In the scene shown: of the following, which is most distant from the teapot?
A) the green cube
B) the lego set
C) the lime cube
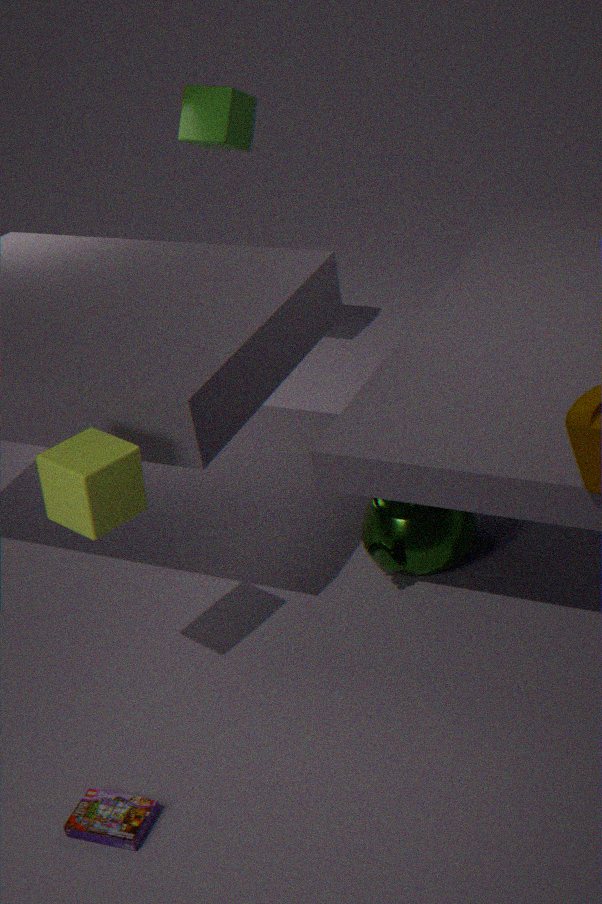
the green cube
